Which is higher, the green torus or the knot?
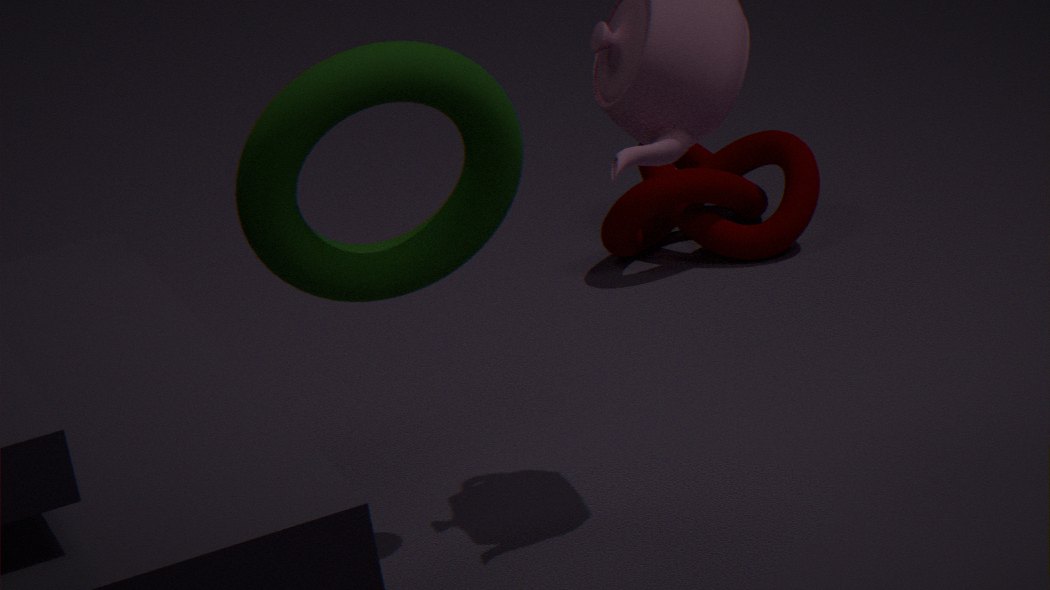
the green torus
